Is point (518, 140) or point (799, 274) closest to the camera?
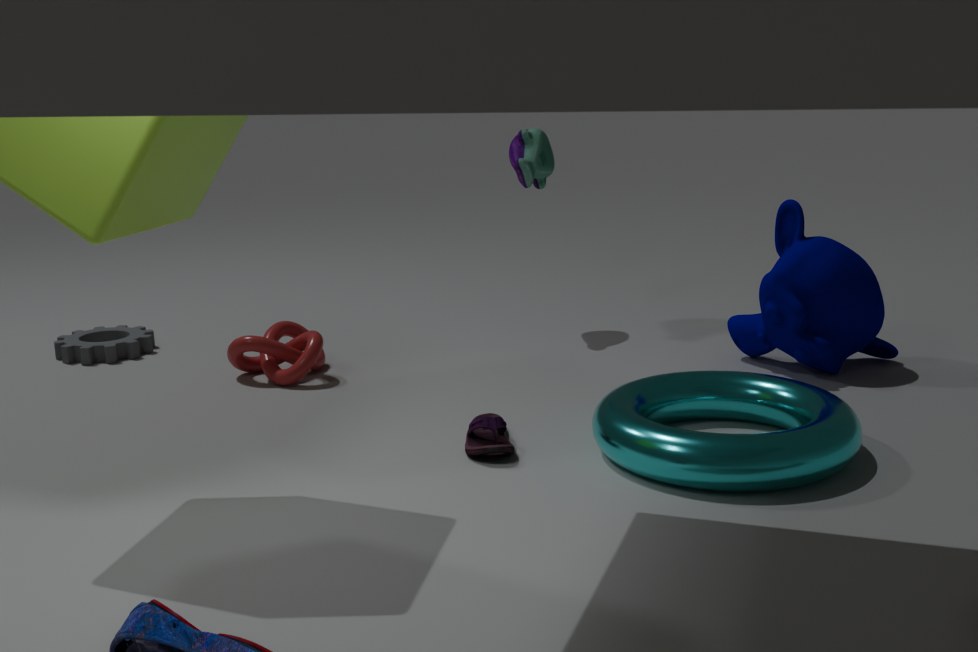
point (799, 274)
